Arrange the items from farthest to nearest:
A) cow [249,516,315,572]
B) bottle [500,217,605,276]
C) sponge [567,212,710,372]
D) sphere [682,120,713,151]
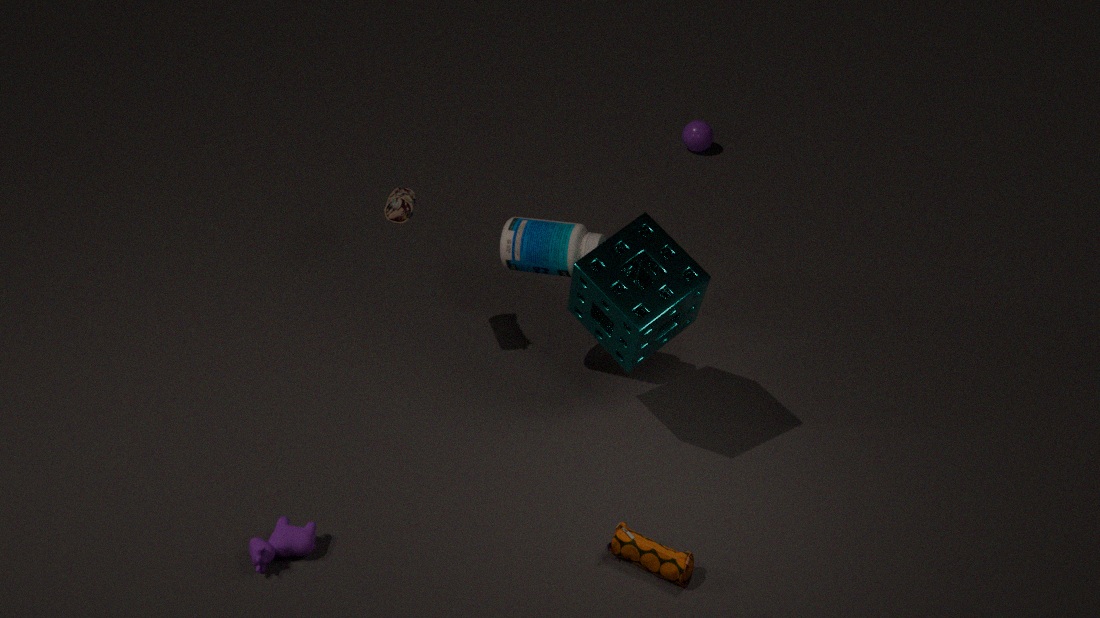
sphere [682,120,713,151]
bottle [500,217,605,276]
sponge [567,212,710,372]
cow [249,516,315,572]
